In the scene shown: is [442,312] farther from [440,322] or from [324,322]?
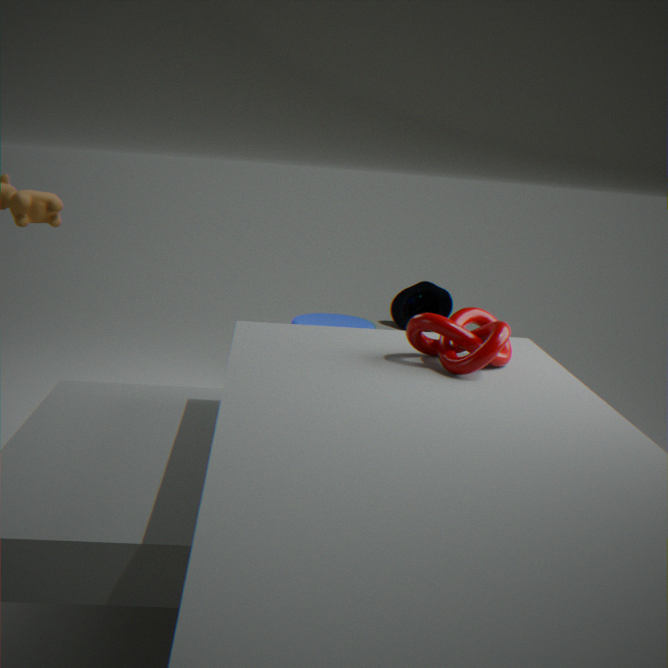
[440,322]
